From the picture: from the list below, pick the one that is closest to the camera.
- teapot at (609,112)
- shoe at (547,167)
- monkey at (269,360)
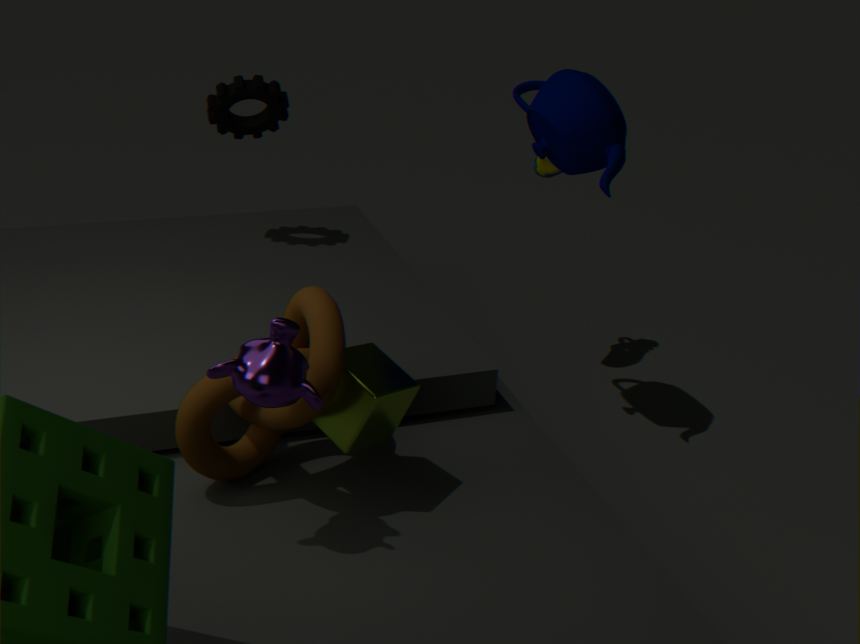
monkey at (269,360)
